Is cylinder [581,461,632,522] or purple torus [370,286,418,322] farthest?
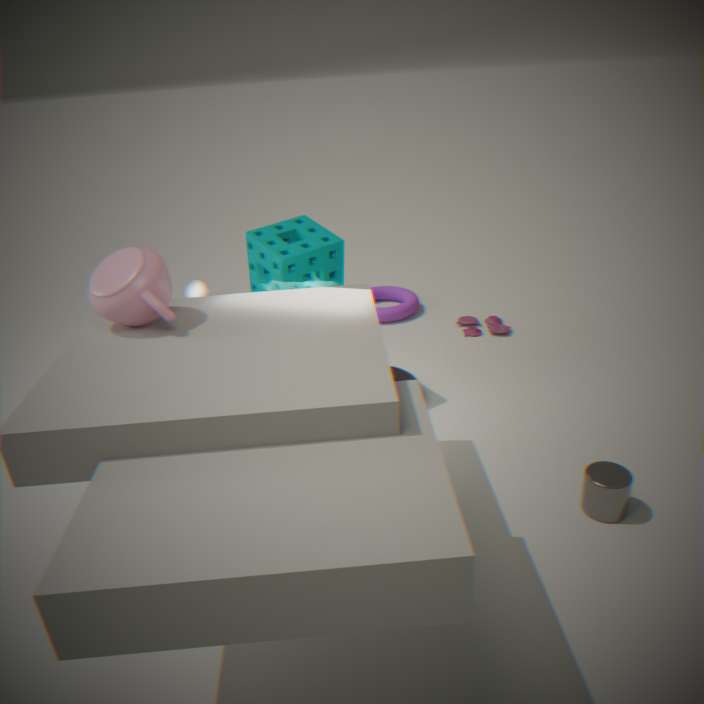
purple torus [370,286,418,322]
